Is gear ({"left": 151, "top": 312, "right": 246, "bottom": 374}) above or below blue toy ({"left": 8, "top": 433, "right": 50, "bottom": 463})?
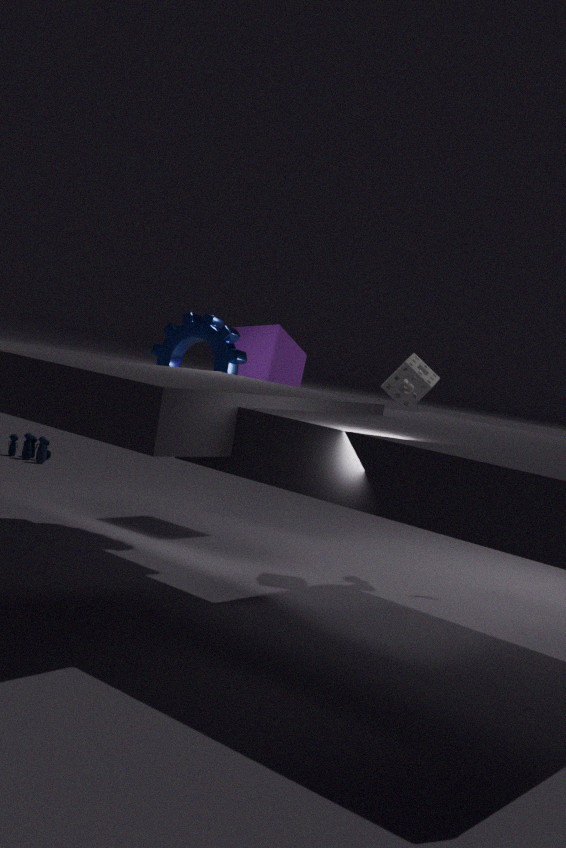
above
